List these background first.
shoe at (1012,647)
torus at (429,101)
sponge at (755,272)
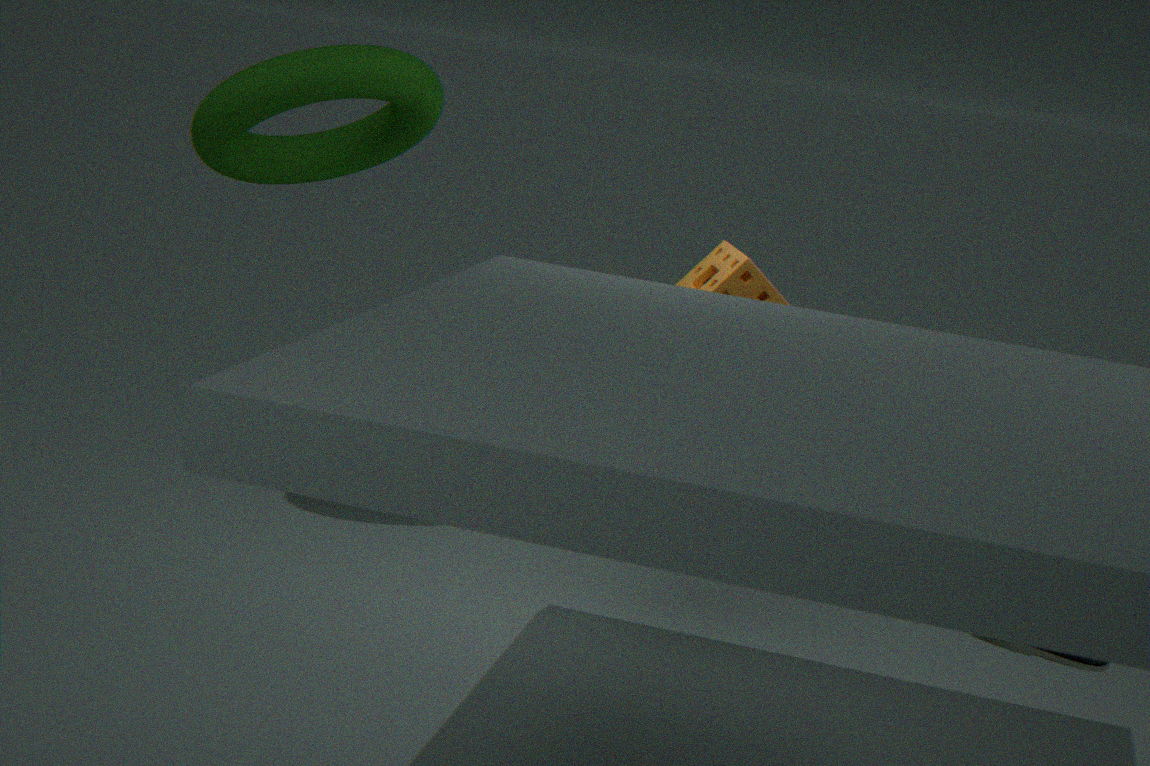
1. sponge at (755,272)
2. torus at (429,101)
3. shoe at (1012,647)
